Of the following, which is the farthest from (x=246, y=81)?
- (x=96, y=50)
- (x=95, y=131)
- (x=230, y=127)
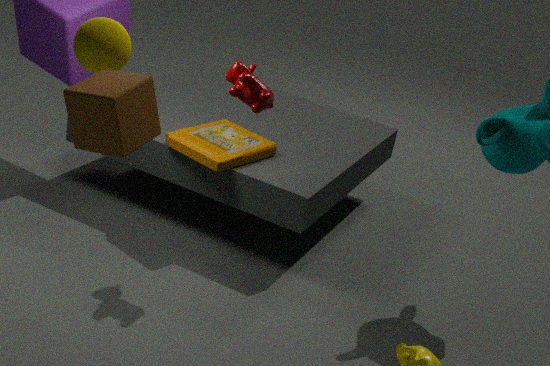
(x=95, y=131)
